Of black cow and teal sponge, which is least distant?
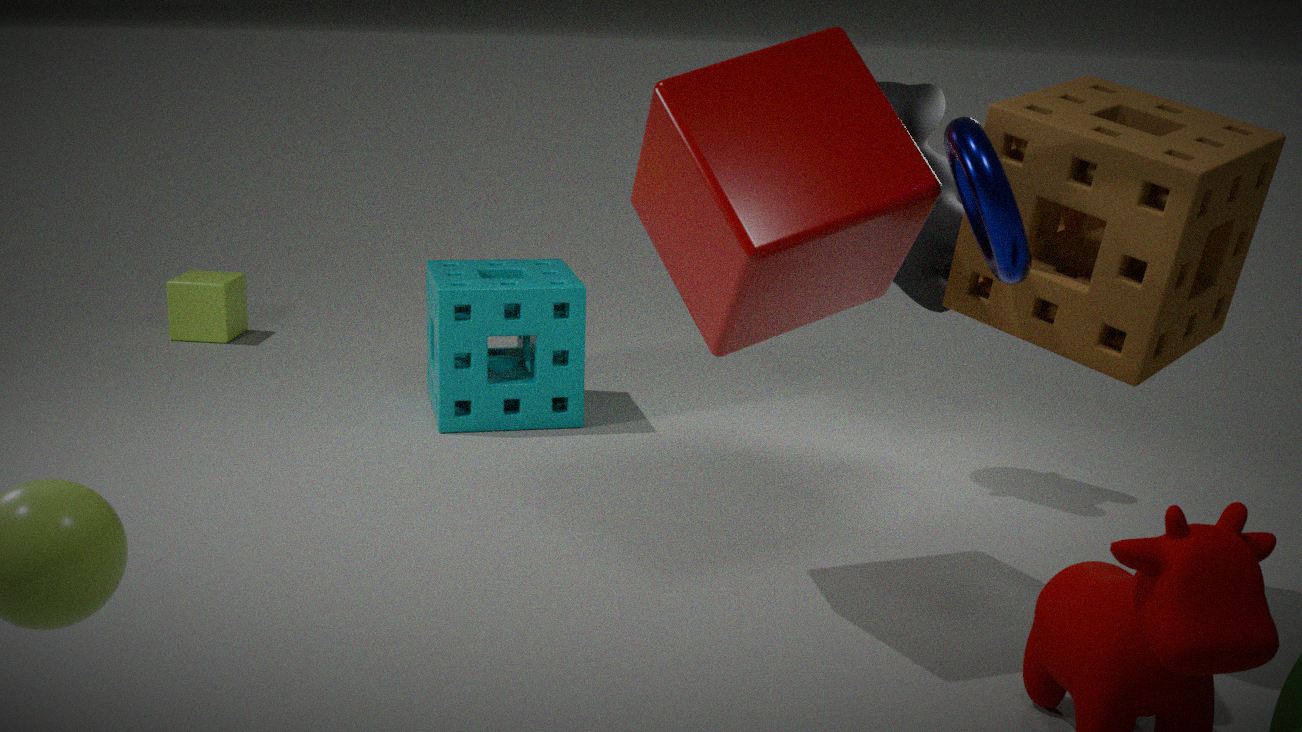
black cow
